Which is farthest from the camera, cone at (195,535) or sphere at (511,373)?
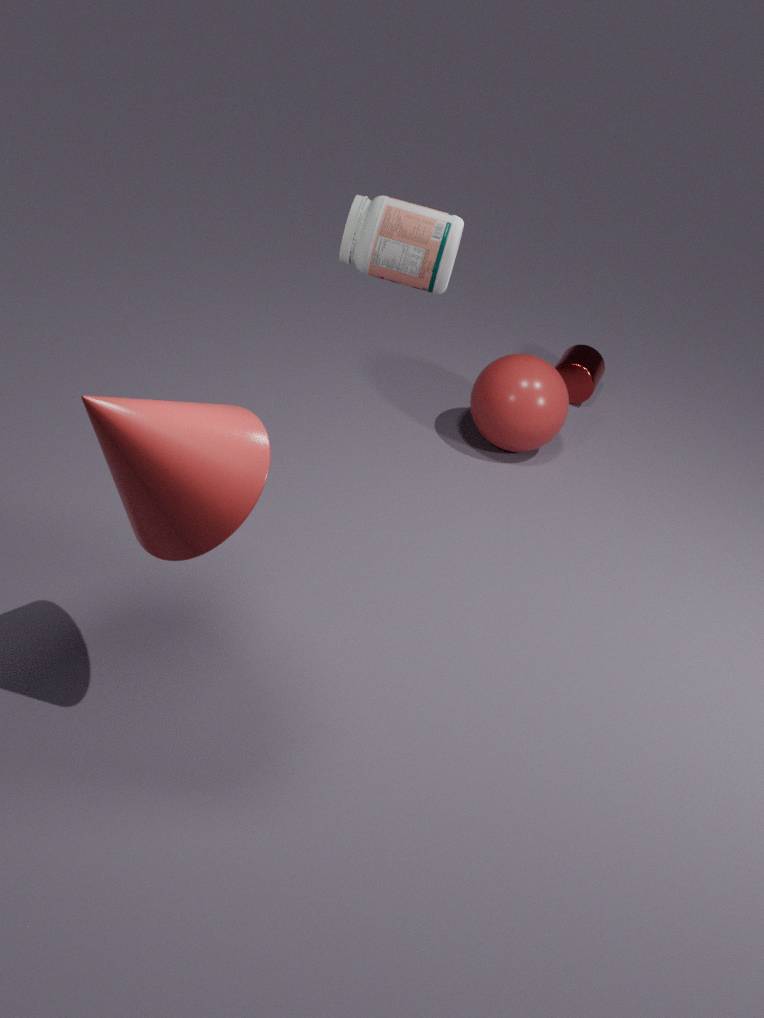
sphere at (511,373)
